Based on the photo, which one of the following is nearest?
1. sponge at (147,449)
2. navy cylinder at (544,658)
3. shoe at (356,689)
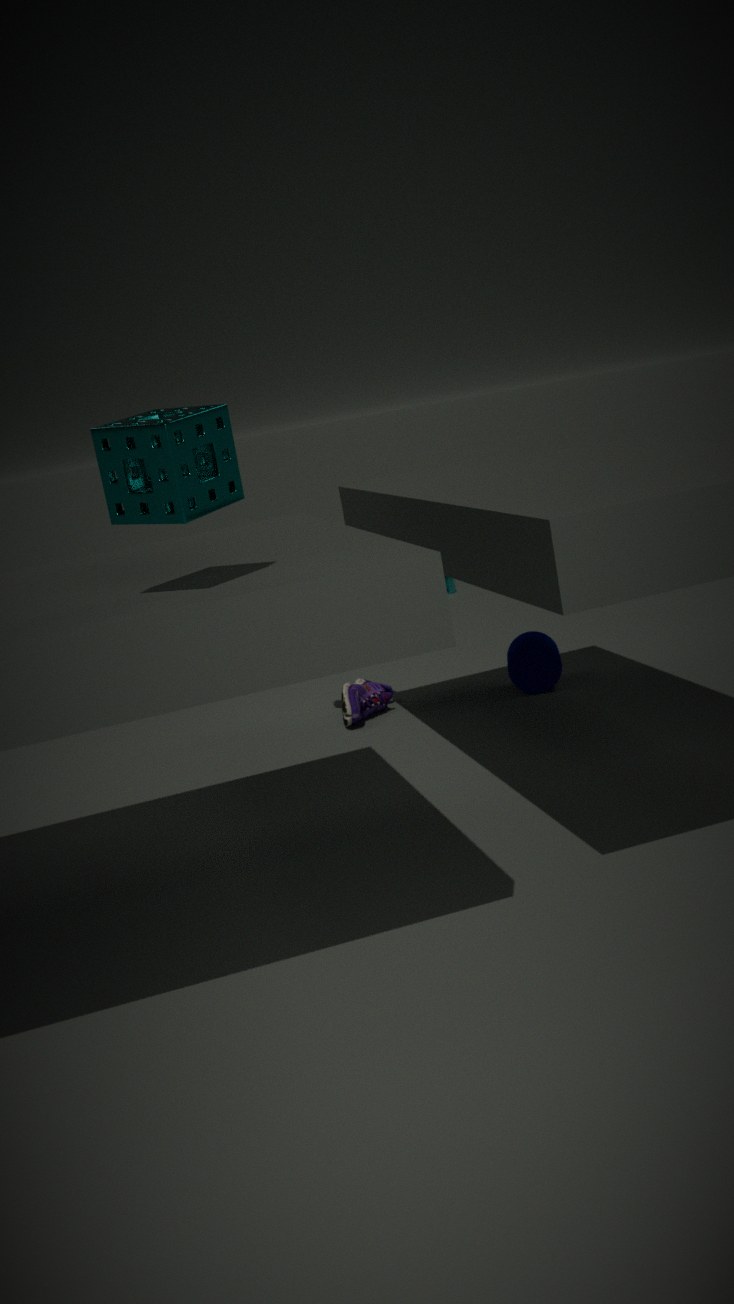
sponge at (147,449)
